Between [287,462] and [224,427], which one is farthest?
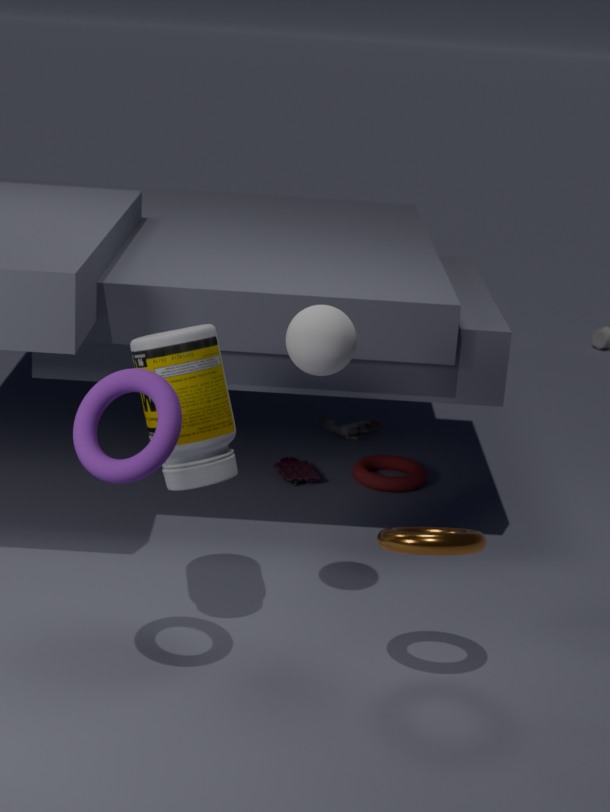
[287,462]
